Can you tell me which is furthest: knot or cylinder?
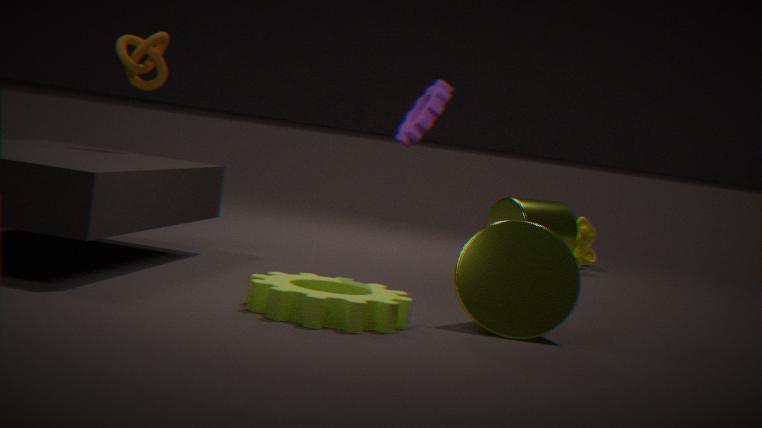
cylinder
